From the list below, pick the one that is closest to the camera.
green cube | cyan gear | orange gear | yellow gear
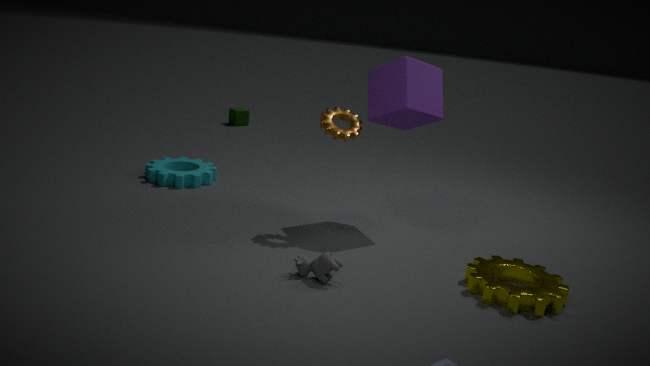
yellow gear
